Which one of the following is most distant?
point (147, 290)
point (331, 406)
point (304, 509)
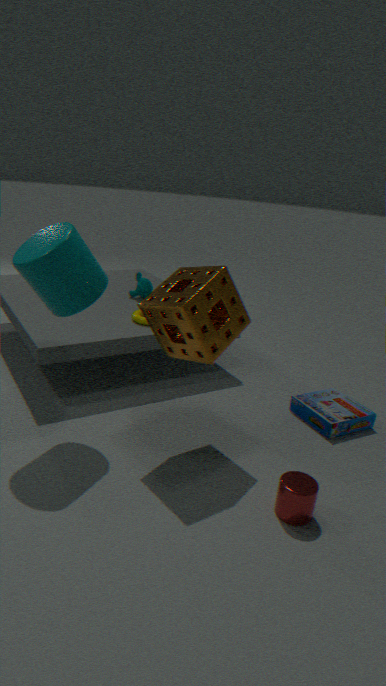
point (147, 290)
